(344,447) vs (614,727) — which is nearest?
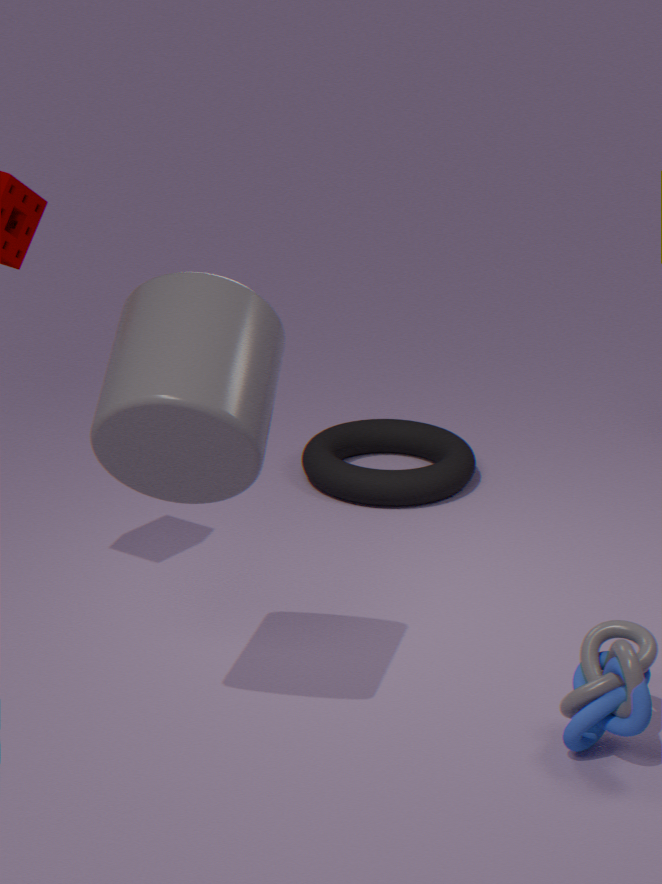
(614,727)
